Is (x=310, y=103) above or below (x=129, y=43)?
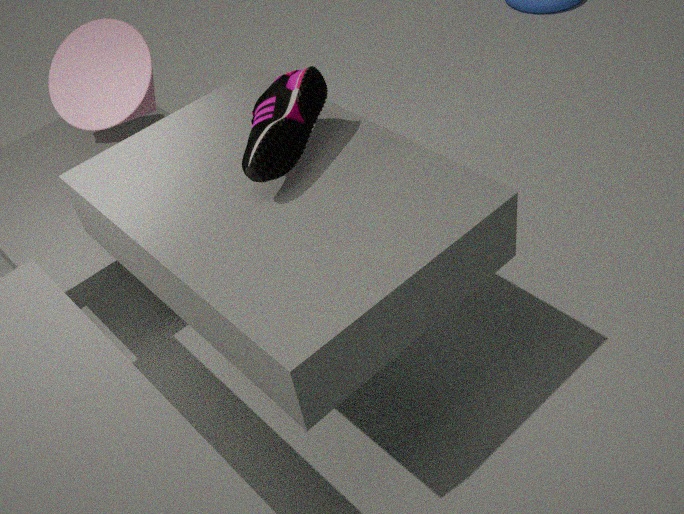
above
